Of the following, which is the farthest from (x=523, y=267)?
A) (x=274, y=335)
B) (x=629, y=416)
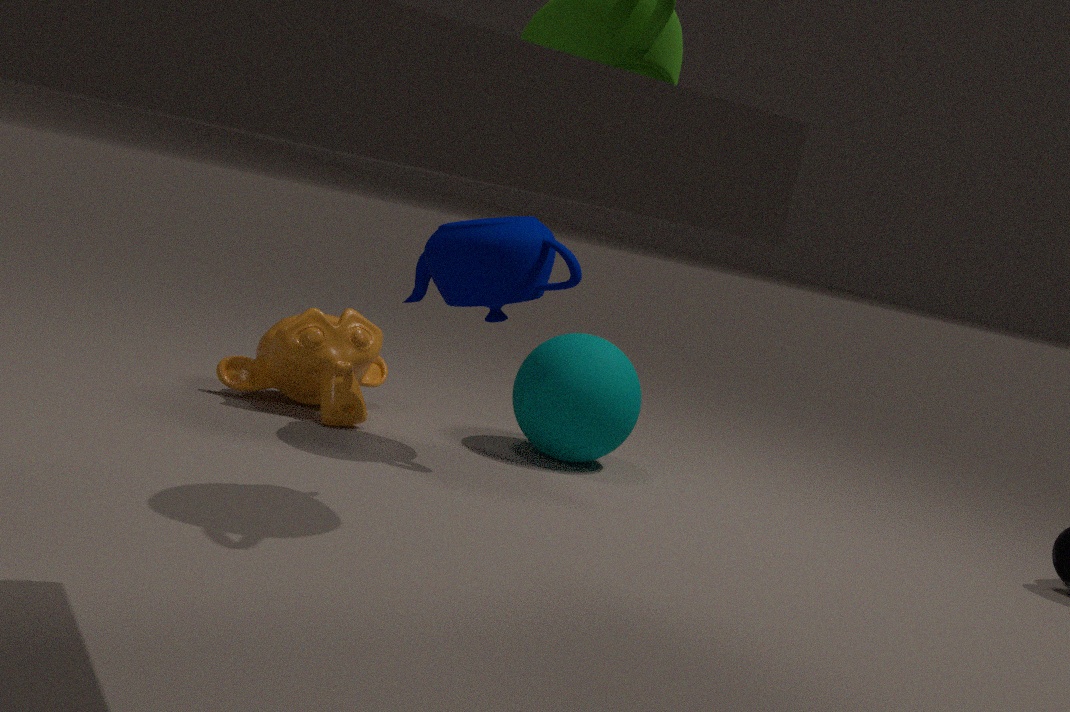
(x=274, y=335)
